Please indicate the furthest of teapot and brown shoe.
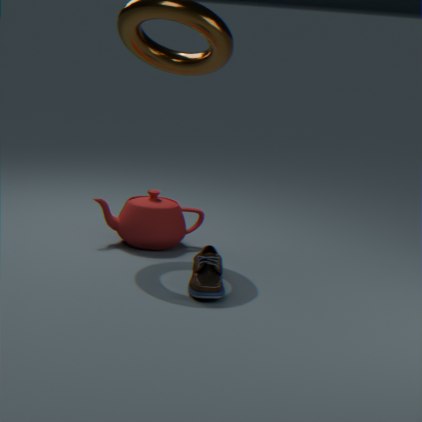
teapot
